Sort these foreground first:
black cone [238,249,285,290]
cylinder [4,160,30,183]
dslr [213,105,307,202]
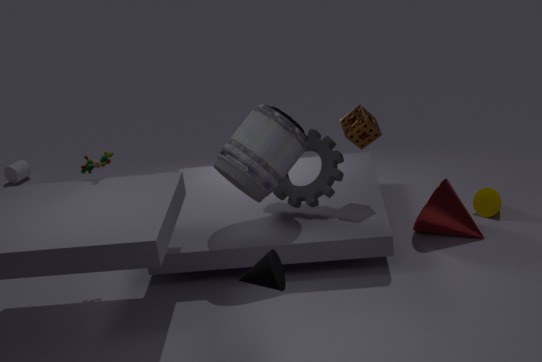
1. black cone [238,249,285,290]
2. dslr [213,105,307,202]
3. cylinder [4,160,30,183]
